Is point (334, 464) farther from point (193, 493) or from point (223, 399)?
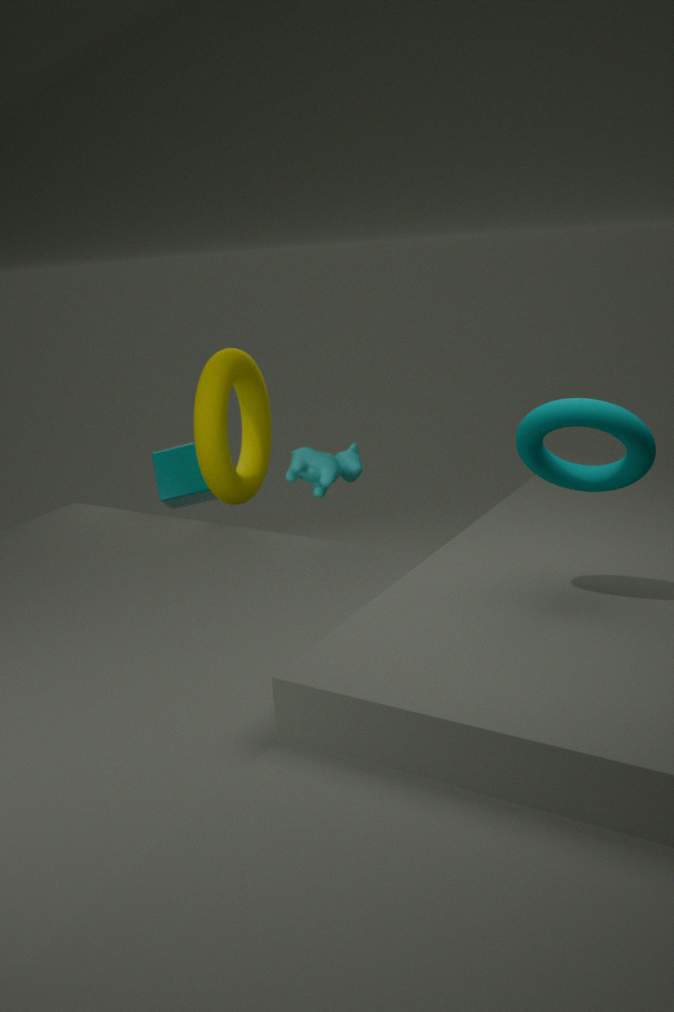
point (193, 493)
